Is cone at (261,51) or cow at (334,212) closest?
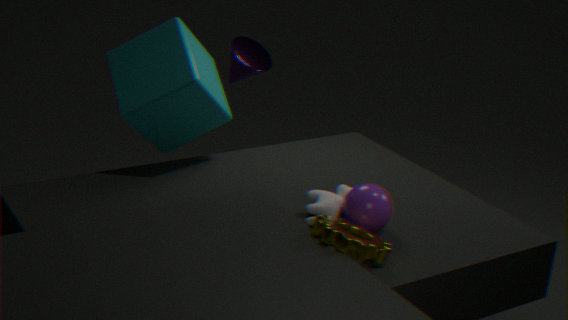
cow at (334,212)
